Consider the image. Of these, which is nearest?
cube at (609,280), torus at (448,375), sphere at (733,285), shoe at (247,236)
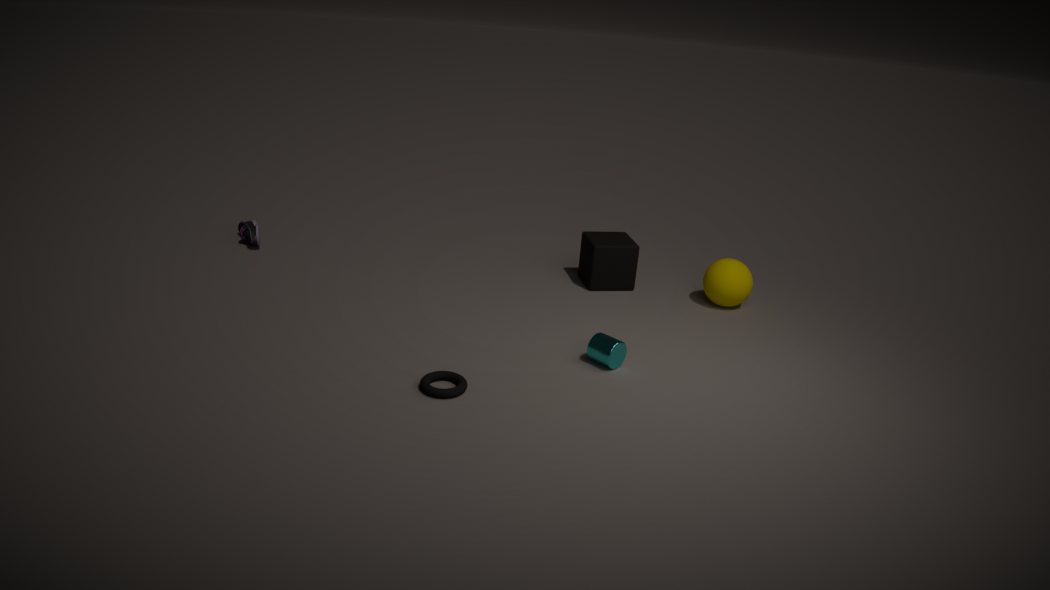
torus at (448,375)
